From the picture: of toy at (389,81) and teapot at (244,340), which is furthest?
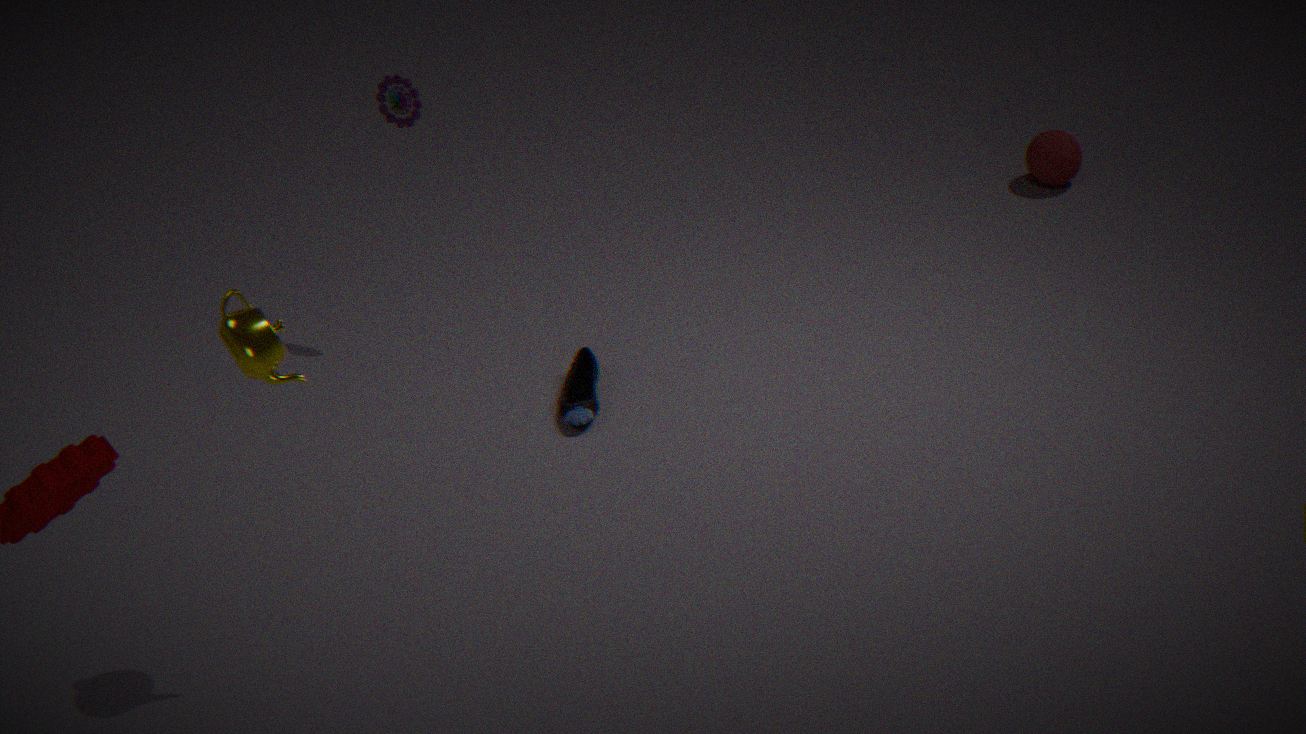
toy at (389,81)
